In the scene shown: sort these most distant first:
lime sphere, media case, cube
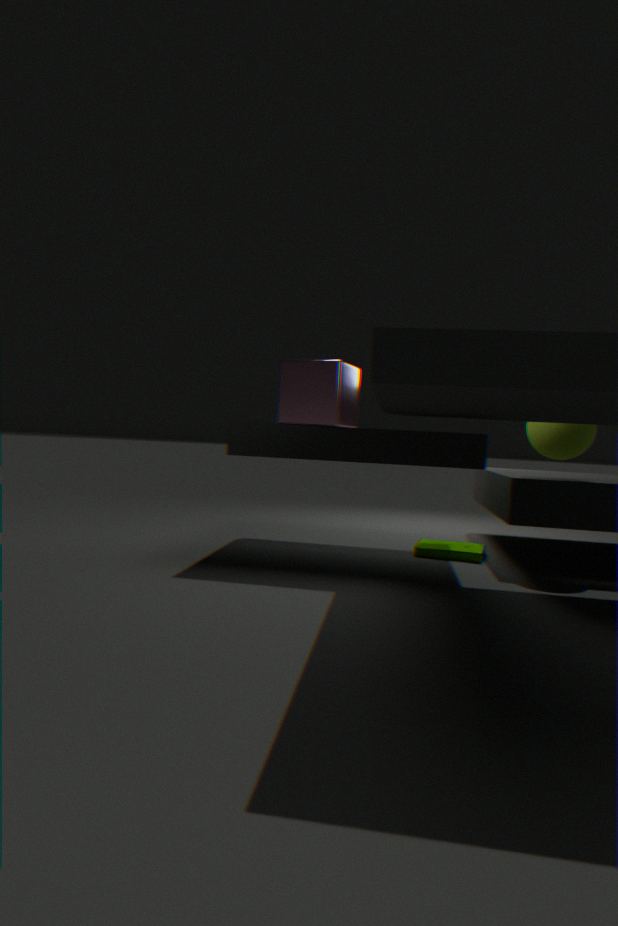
media case → cube → lime sphere
